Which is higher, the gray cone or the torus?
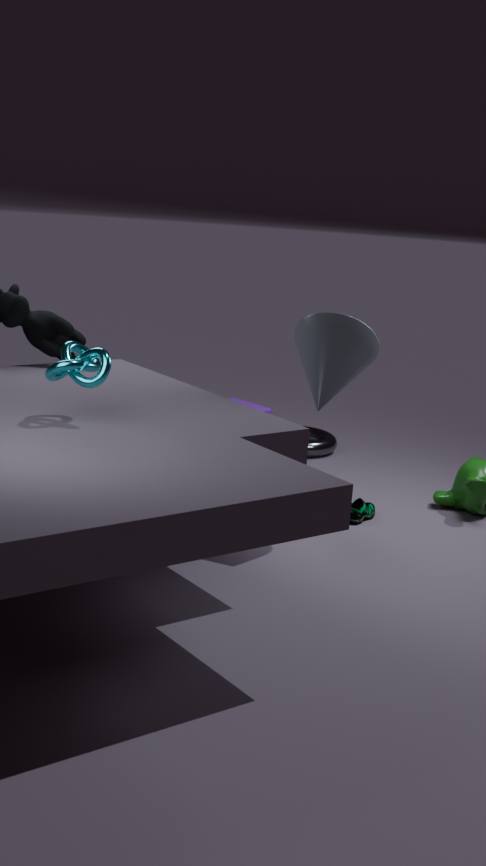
the gray cone
